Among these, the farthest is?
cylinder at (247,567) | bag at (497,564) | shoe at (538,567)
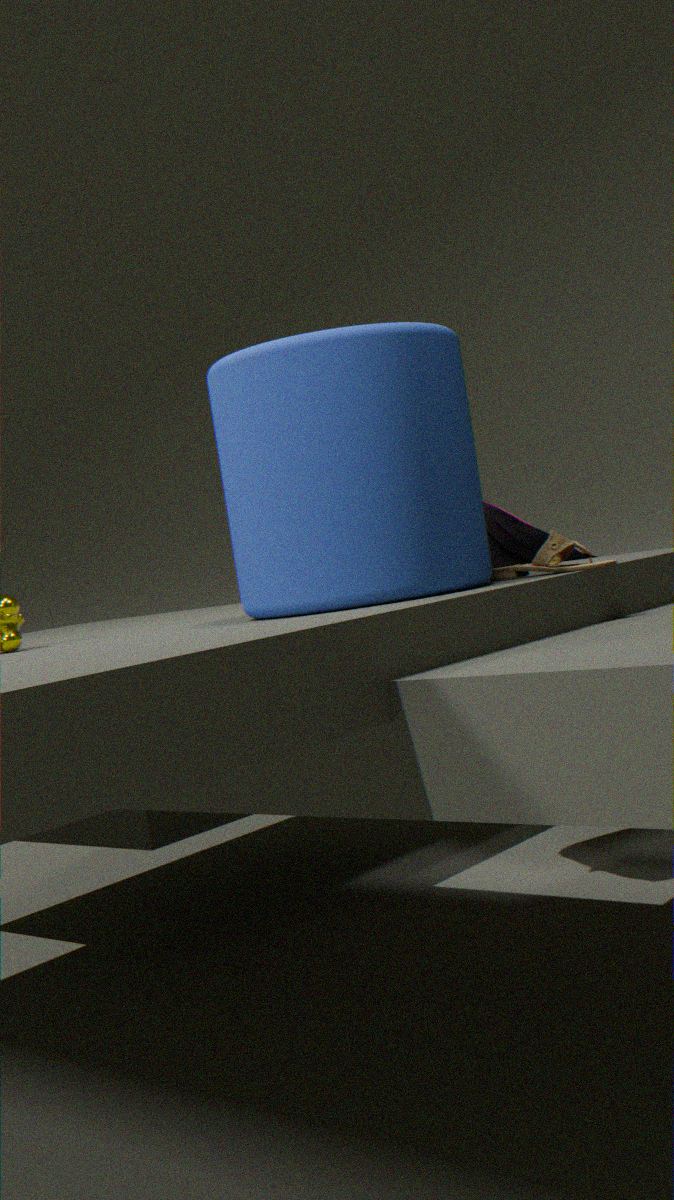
bag at (497,564)
